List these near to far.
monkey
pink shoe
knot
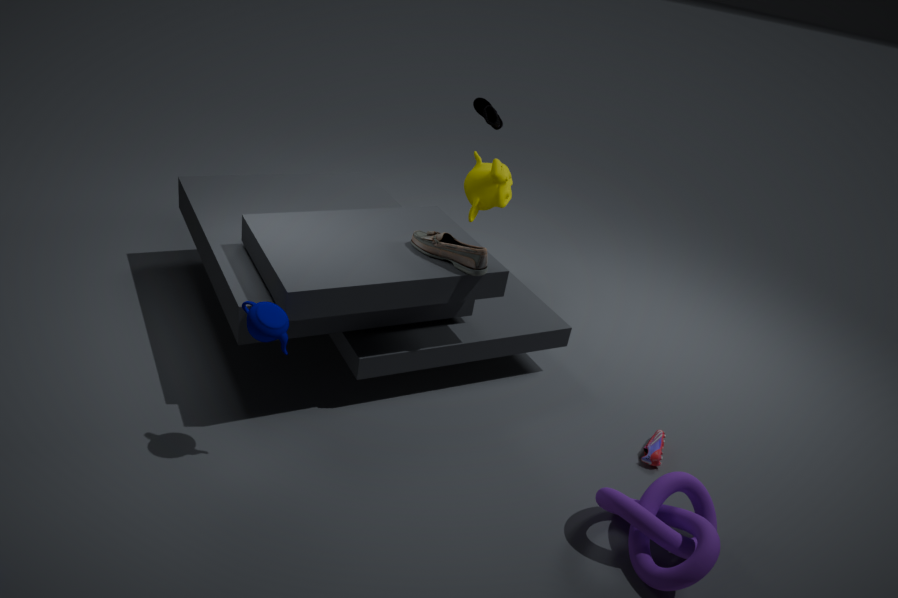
knot, pink shoe, monkey
